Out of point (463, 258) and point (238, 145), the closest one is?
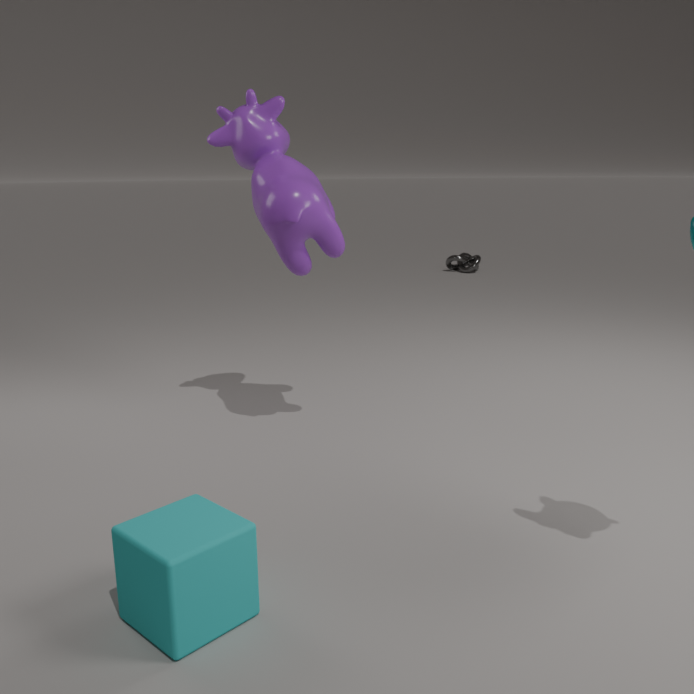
point (238, 145)
